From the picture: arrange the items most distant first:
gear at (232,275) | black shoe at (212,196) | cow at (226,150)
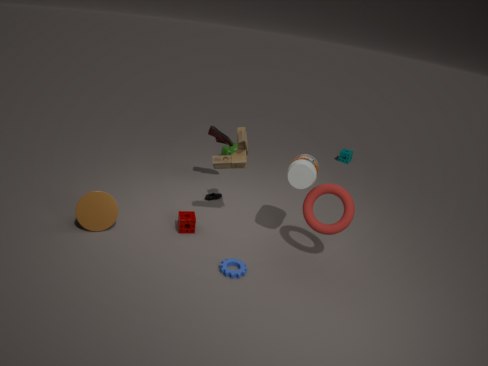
cow at (226,150), black shoe at (212,196), gear at (232,275)
